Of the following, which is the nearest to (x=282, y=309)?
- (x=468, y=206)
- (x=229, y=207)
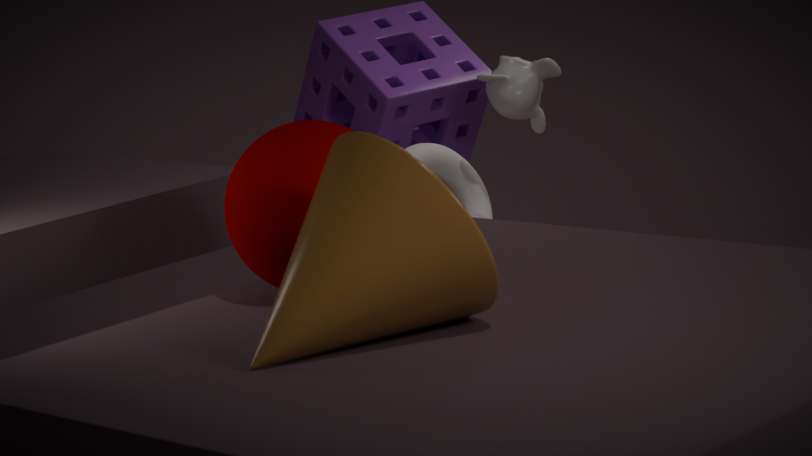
(x=229, y=207)
